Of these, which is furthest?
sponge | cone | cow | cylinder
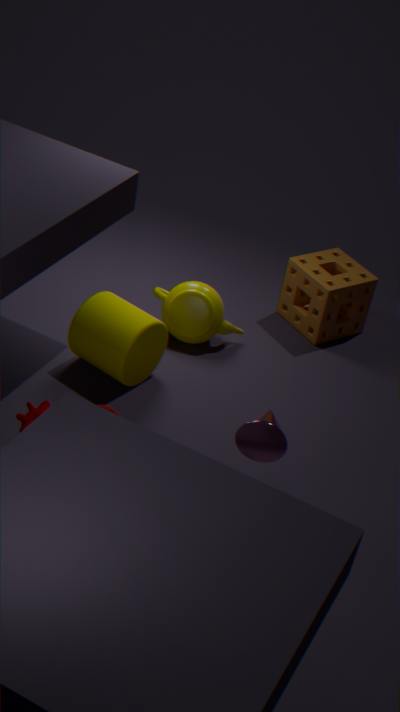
sponge
